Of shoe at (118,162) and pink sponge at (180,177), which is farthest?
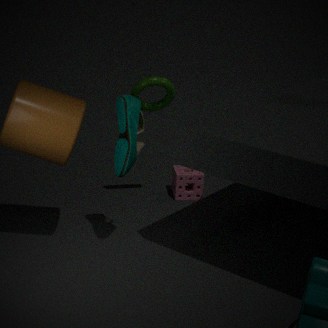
pink sponge at (180,177)
